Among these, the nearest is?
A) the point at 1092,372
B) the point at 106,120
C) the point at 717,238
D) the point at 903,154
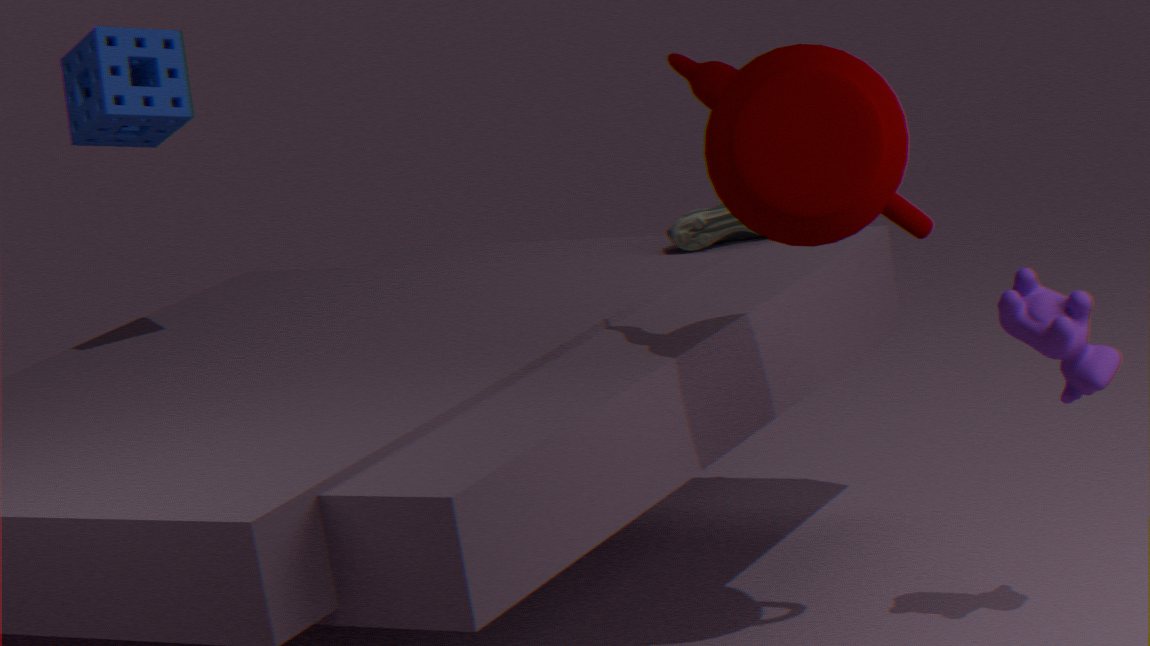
the point at 903,154
